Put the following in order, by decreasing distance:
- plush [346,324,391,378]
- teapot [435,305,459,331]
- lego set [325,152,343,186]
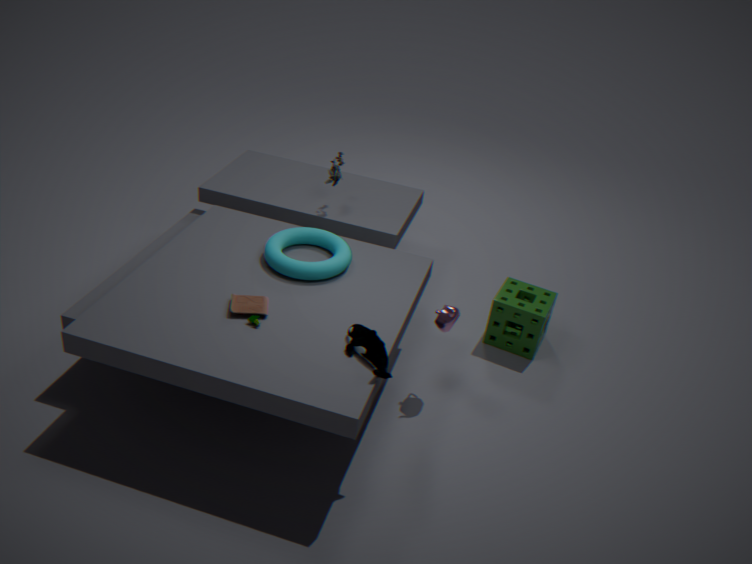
lego set [325,152,343,186], teapot [435,305,459,331], plush [346,324,391,378]
